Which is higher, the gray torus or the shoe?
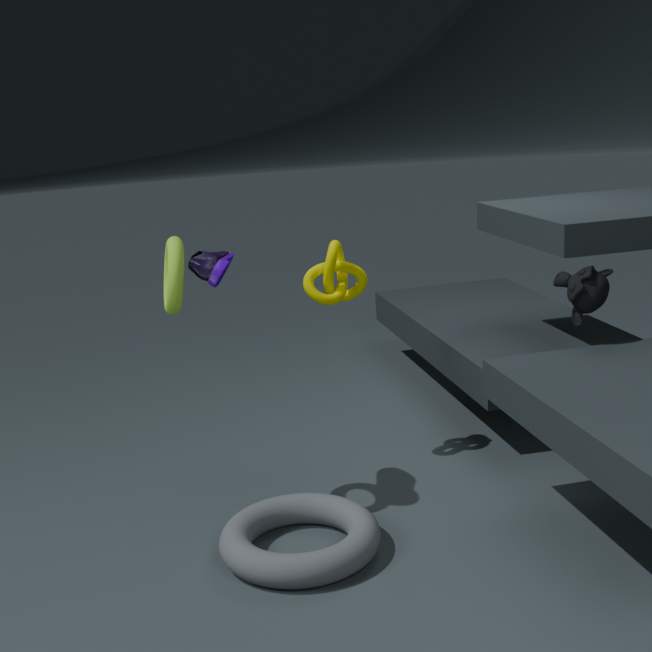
the shoe
